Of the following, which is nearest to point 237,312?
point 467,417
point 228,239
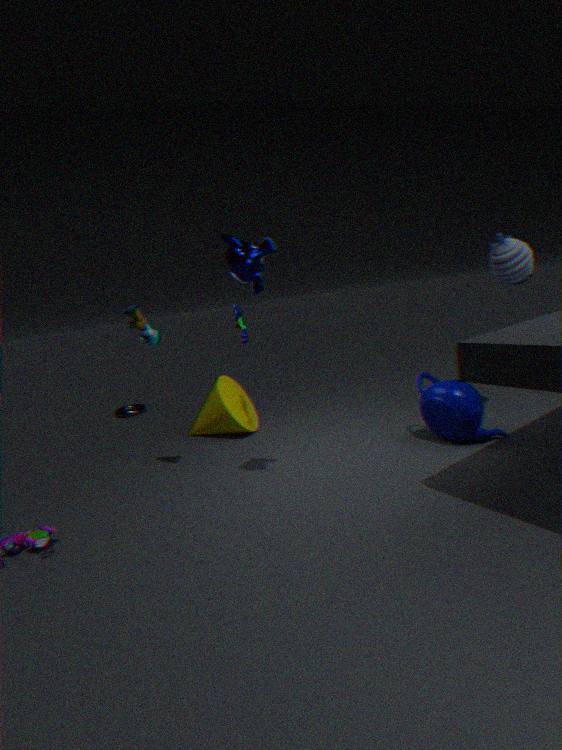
point 228,239
